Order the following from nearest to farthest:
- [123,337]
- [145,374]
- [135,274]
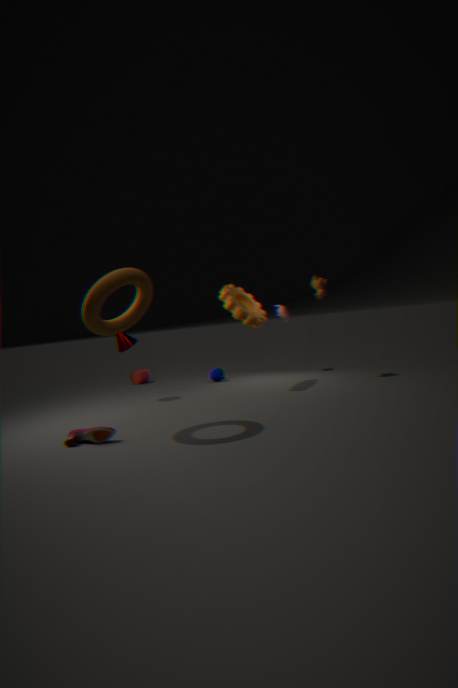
[135,274] → [123,337] → [145,374]
